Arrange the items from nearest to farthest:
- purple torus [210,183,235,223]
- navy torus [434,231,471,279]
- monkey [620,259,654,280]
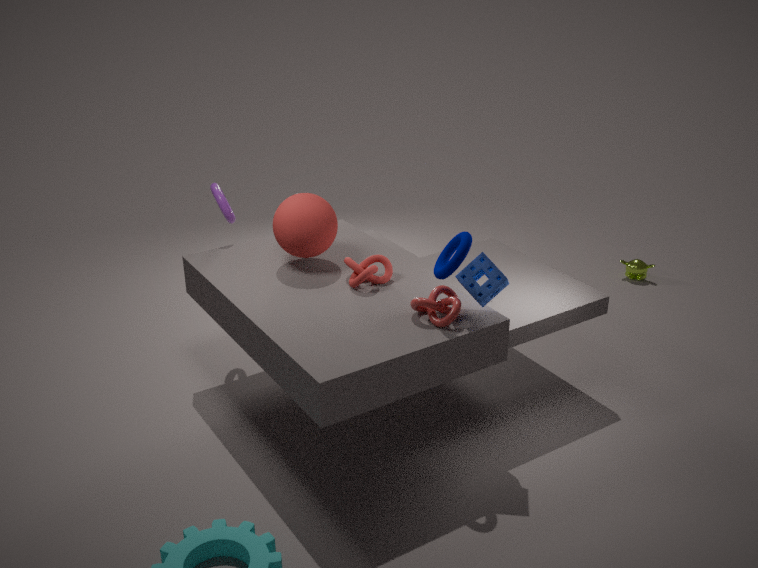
navy torus [434,231,471,279] → purple torus [210,183,235,223] → monkey [620,259,654,280]
